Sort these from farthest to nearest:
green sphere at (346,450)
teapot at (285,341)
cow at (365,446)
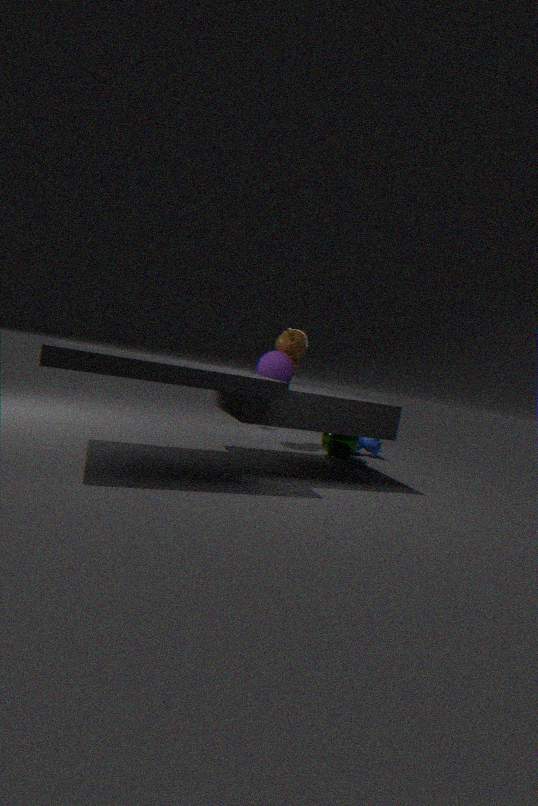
cow at (365,446) < teapot at (285,341) < green sphere at (346,450)
